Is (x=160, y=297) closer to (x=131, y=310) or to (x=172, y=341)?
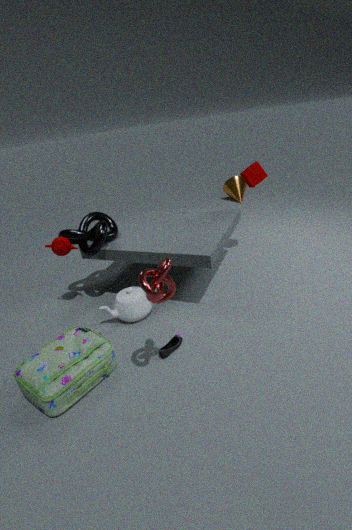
(x=172, y=341)
